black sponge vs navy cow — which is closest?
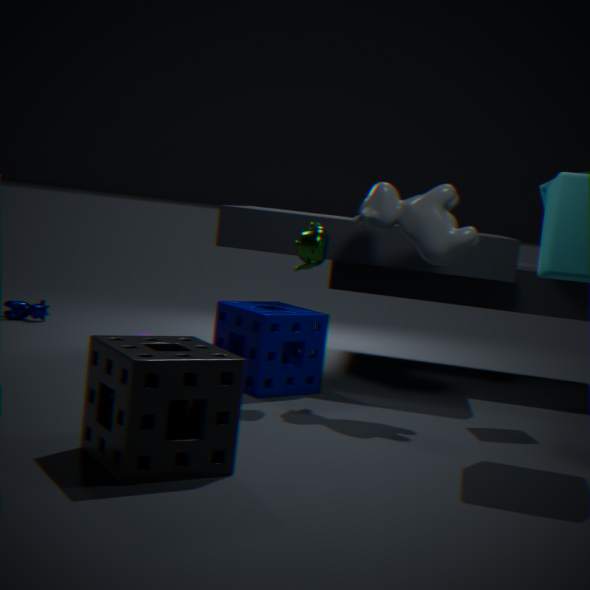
black sponge
